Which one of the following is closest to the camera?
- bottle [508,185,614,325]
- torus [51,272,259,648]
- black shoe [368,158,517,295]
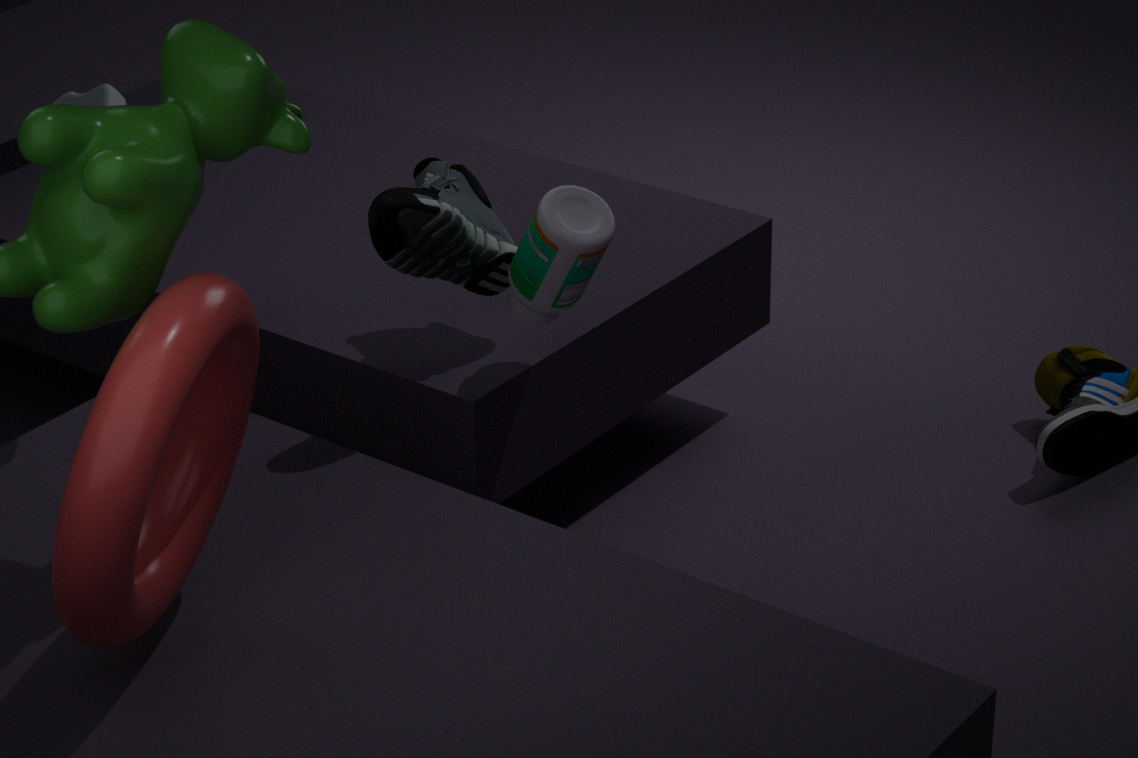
torus [51,272,259,648]
